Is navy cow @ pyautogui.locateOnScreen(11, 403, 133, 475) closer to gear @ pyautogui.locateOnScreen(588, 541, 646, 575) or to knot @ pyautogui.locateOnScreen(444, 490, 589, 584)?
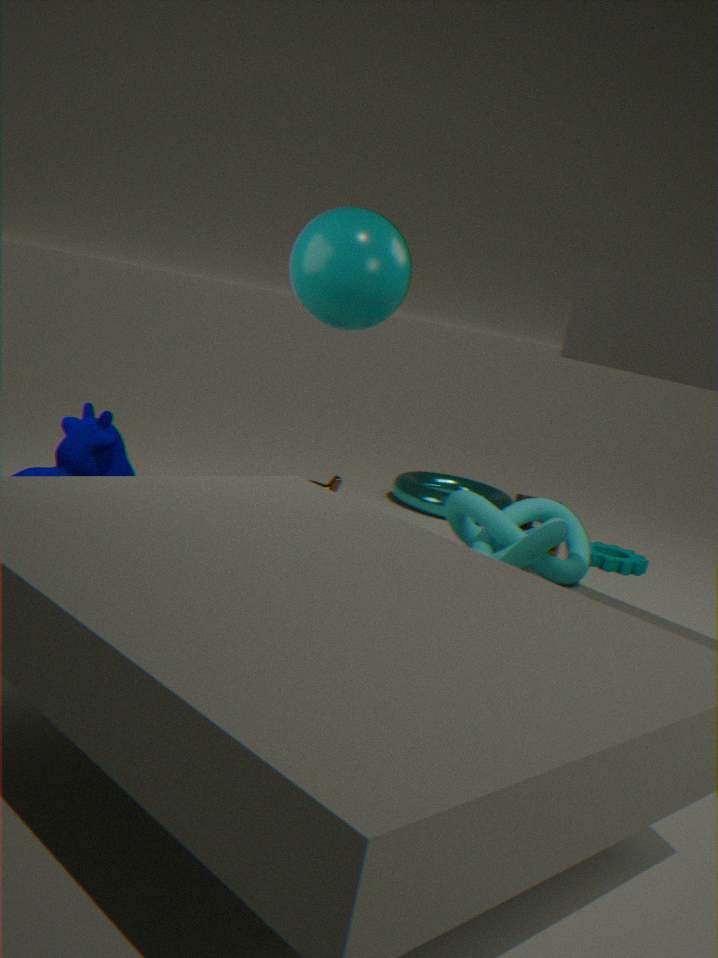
knot @ pyautogui.locateOnScreen(444, 490, 589, 584)
